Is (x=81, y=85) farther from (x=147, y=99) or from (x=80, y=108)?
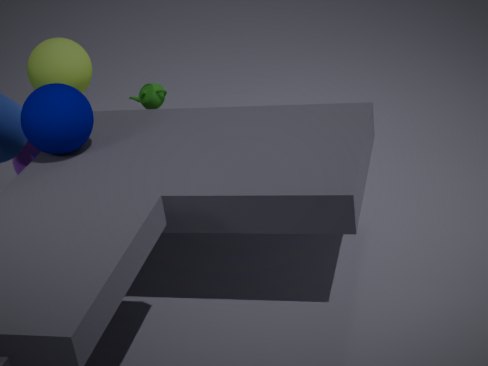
(x=80, y=108)
